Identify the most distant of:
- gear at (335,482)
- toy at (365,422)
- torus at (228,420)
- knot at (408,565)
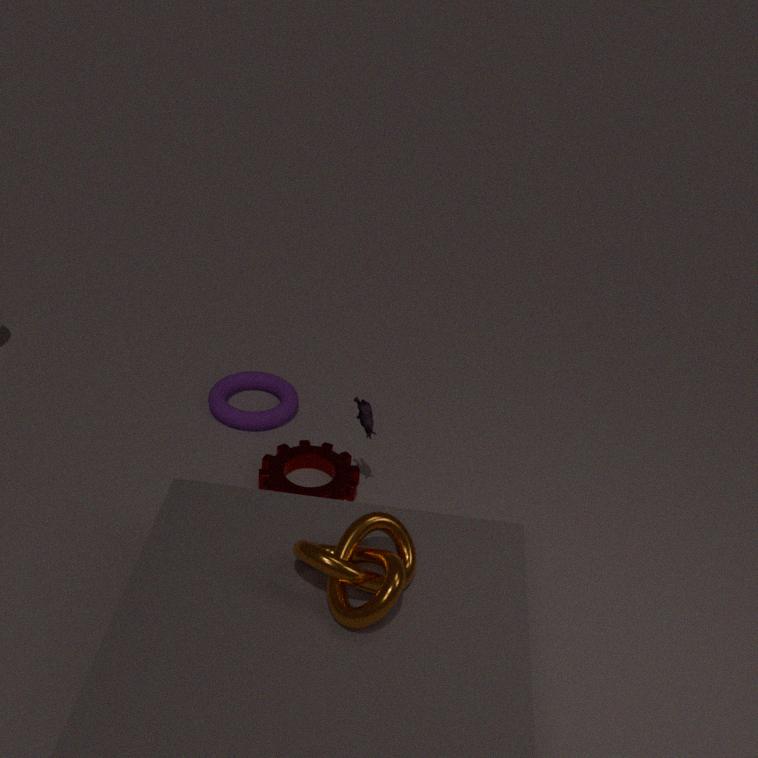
torus at (228,420)
